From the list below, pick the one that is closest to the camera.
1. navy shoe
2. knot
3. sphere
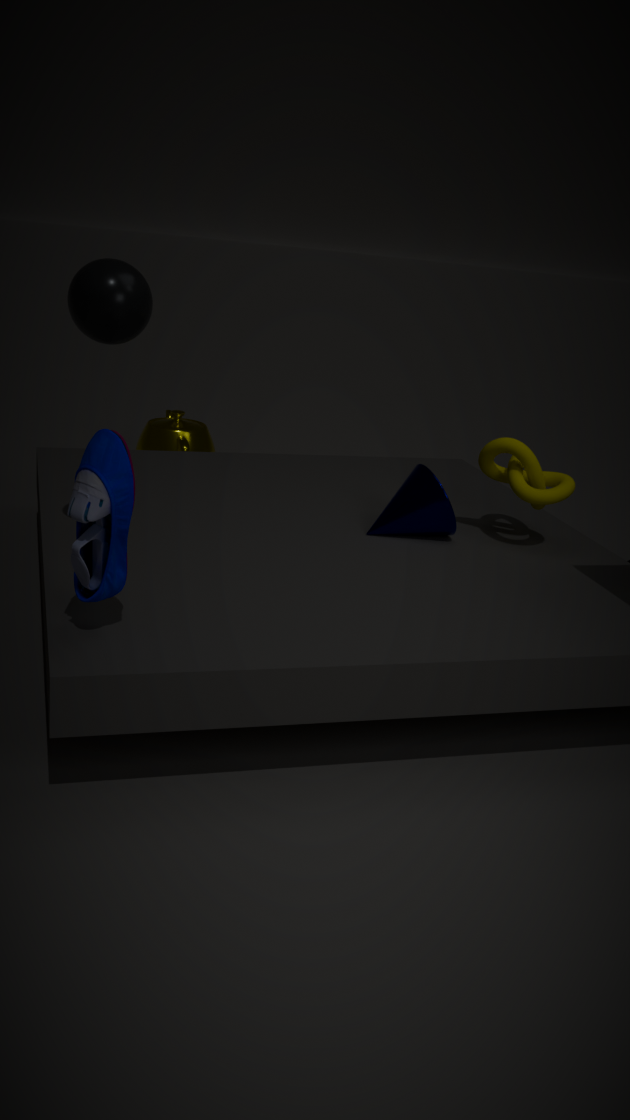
navy shoe
